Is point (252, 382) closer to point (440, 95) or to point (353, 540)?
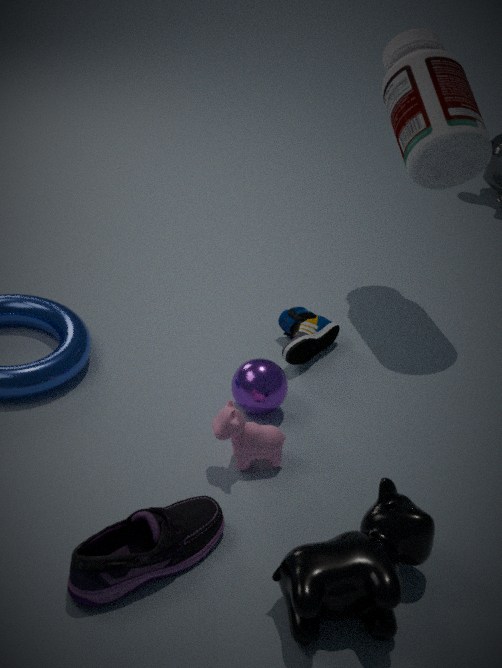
point (353, 540)
